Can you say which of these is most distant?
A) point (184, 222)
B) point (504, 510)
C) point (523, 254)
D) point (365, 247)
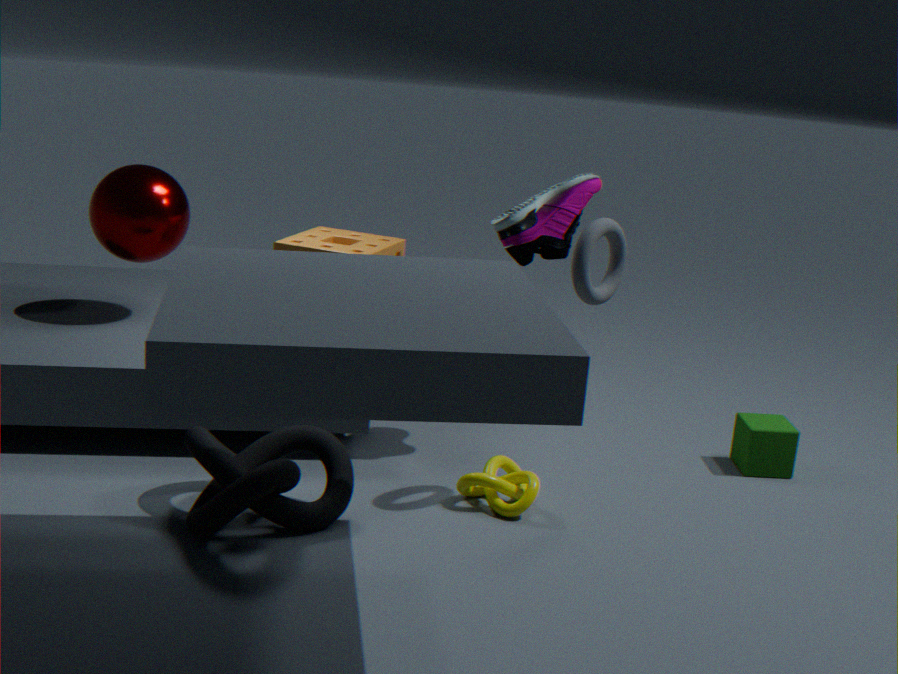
point (184, 222)
